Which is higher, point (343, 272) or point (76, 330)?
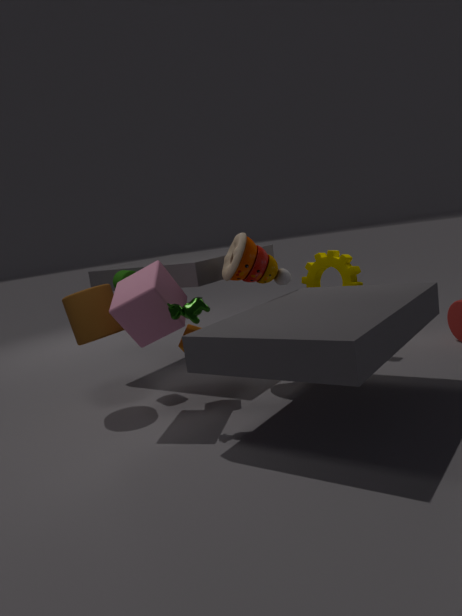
point (76, 330)
